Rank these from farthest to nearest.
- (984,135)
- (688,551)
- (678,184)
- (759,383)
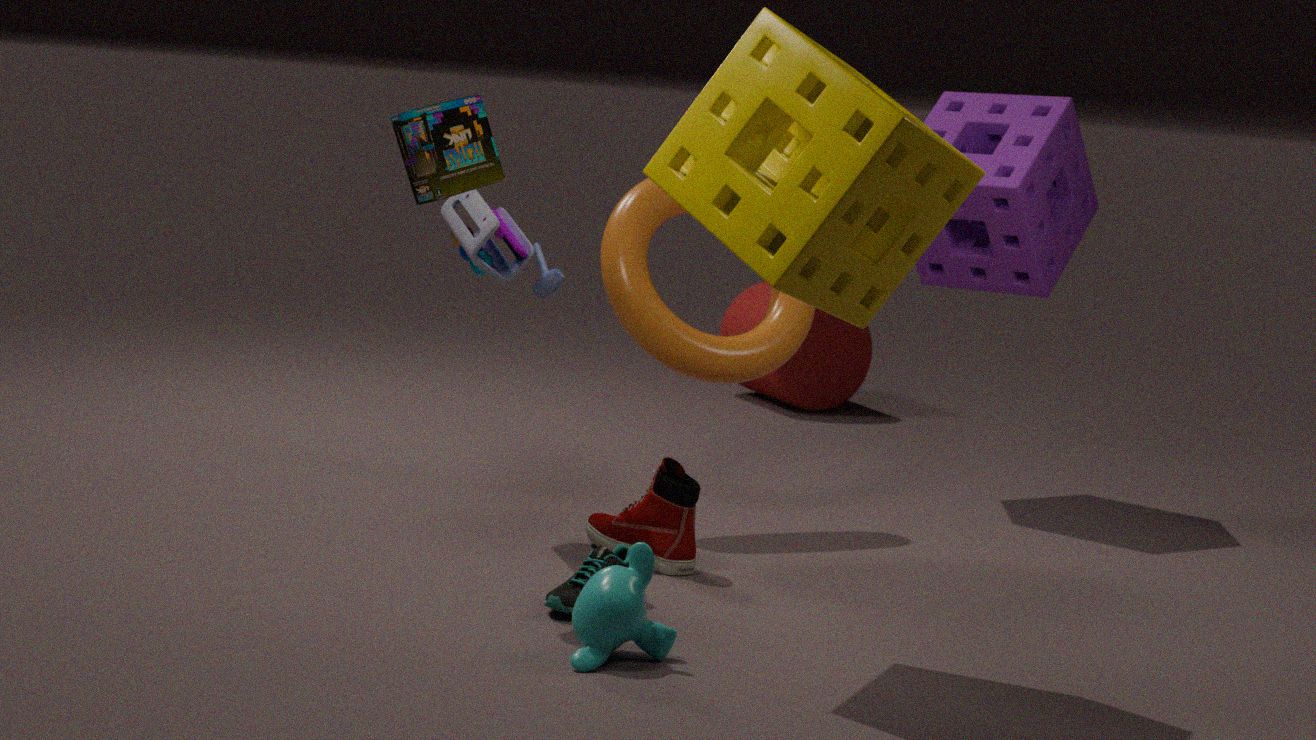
(759,383) < (984,135) < (688,551) < (678,184)
